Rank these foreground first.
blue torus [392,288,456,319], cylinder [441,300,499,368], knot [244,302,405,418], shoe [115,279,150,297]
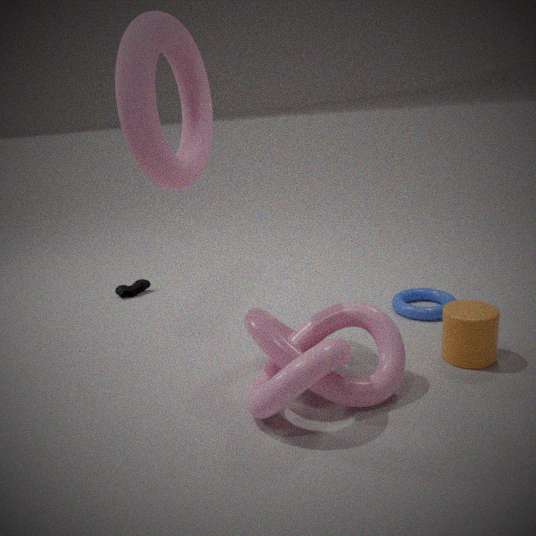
knot [244,302,405,418], cylinder [441,300,499,368], blue torus [392,288,456,319], shoe [115,279,150,297]
